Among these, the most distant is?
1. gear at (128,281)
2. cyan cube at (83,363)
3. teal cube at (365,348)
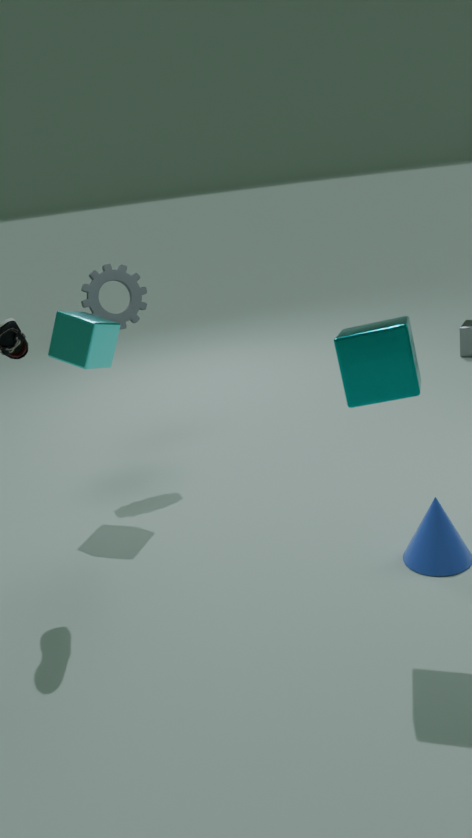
gear at (128,281)
